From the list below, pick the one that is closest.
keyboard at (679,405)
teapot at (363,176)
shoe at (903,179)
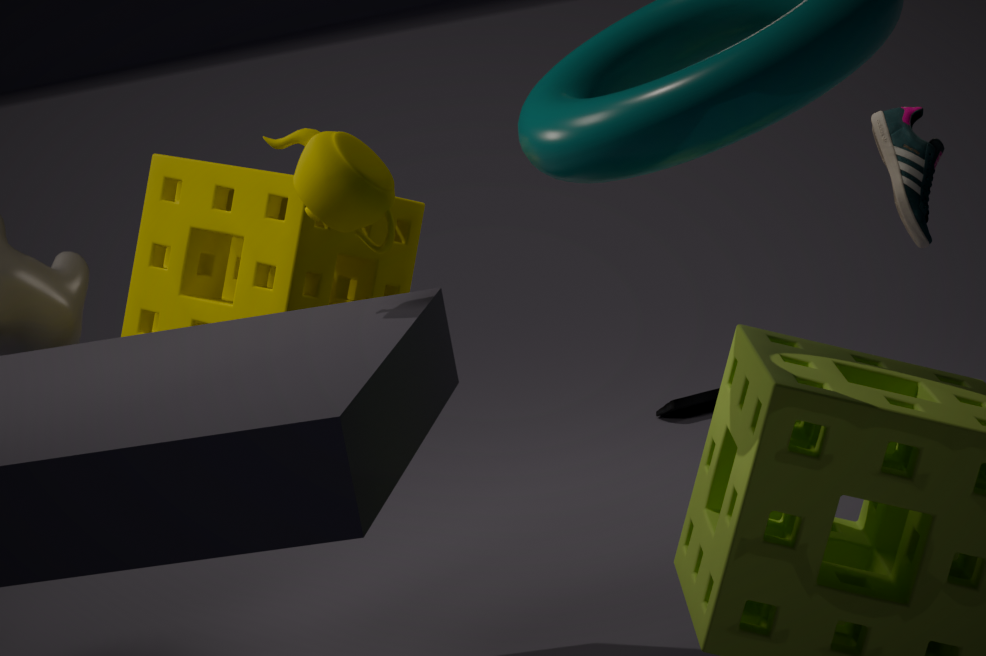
teapot at (363,176)
